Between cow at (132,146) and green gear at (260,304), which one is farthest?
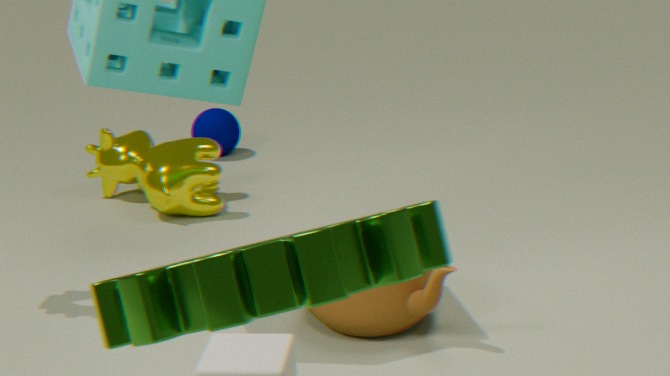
cow at (132,146)
